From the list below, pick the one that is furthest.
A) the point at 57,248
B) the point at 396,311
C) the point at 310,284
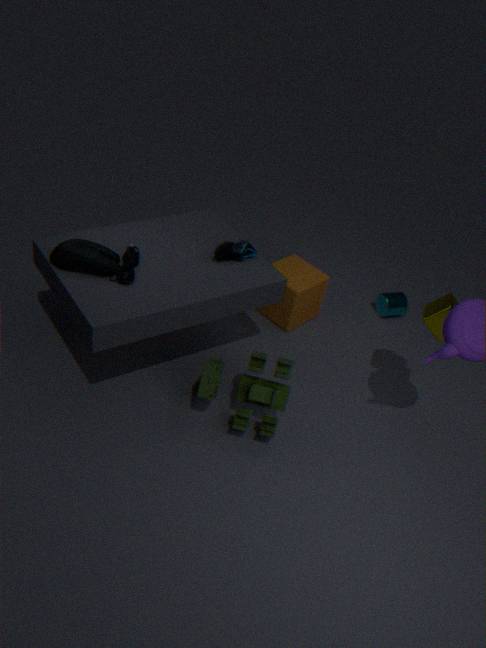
B. the point at 396,311
